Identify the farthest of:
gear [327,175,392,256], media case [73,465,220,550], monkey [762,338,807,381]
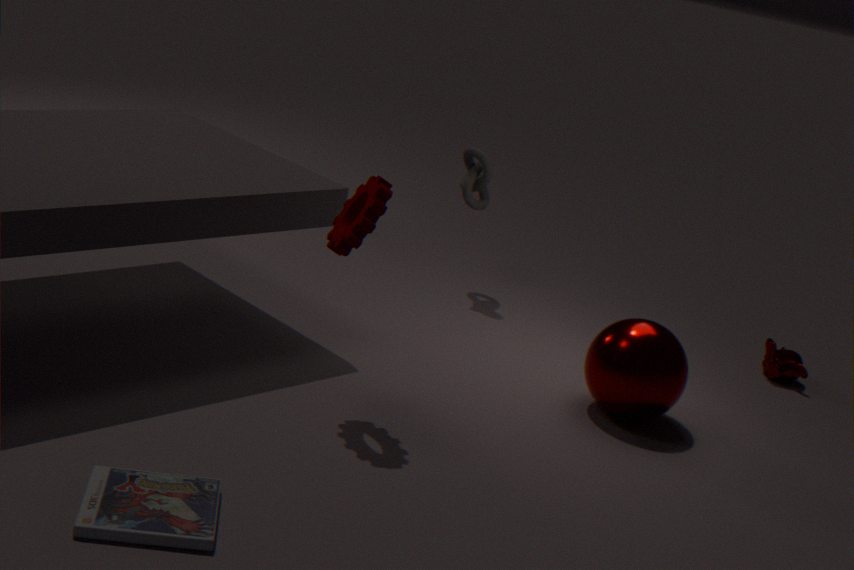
monkey [762,338,807,381]
